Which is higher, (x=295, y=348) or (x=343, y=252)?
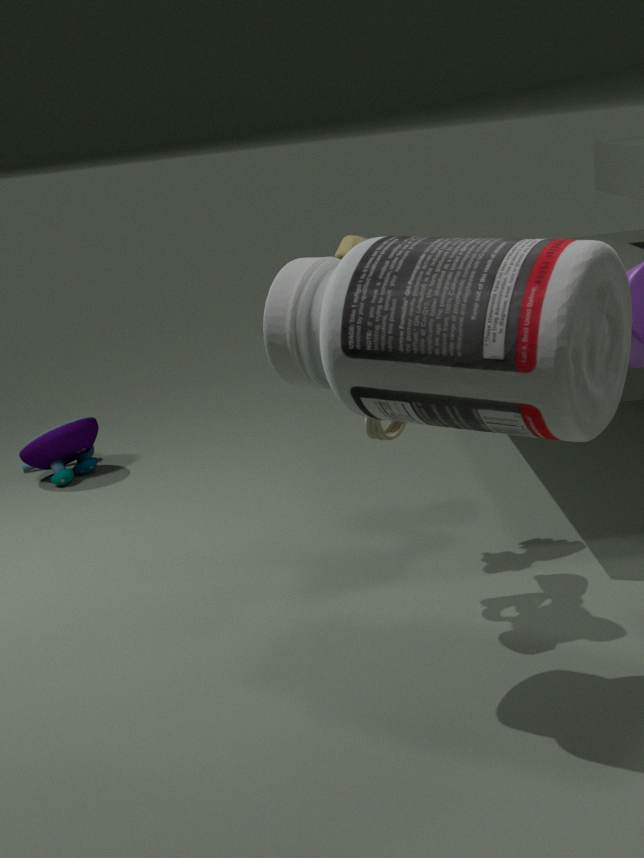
(x=295, y=348)
